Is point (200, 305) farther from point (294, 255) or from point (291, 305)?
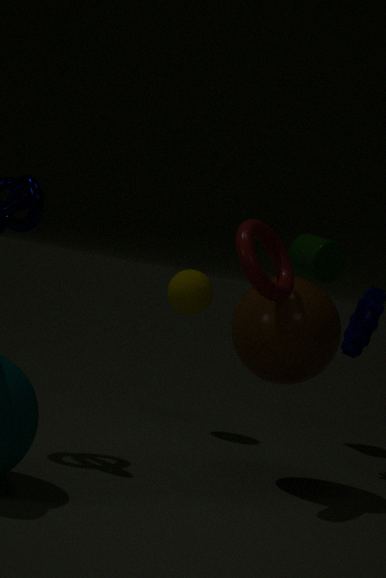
point (291, 305)
